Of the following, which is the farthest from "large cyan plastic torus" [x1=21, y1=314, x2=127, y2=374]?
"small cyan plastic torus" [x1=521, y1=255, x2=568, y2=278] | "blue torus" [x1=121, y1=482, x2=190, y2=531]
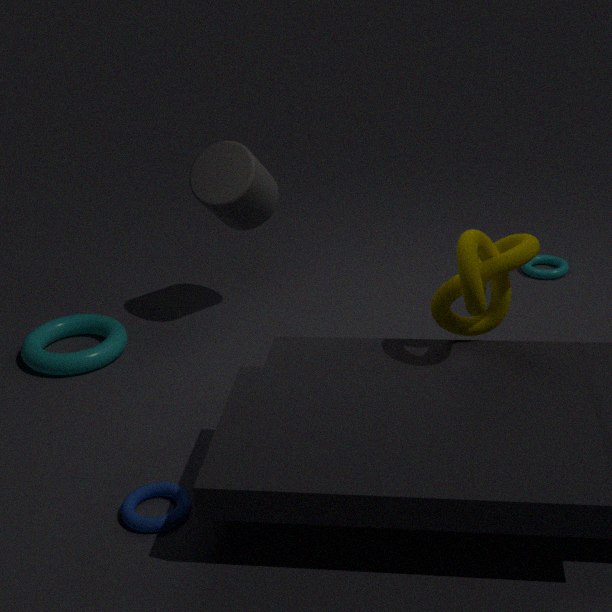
"small cyan plastic torus" [x1=521, y1=255, x2=568, y2=278]
